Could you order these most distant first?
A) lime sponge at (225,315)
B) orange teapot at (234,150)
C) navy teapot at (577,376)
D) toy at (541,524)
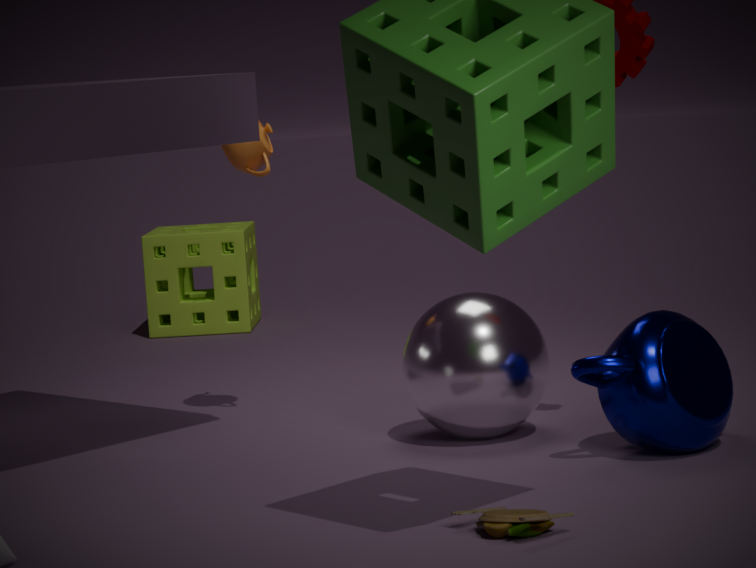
1. lime sponge at (225,315)
2. orange teapot at (234,150)
3. navy teapot at (577,376)
4. toy at (541,524)
